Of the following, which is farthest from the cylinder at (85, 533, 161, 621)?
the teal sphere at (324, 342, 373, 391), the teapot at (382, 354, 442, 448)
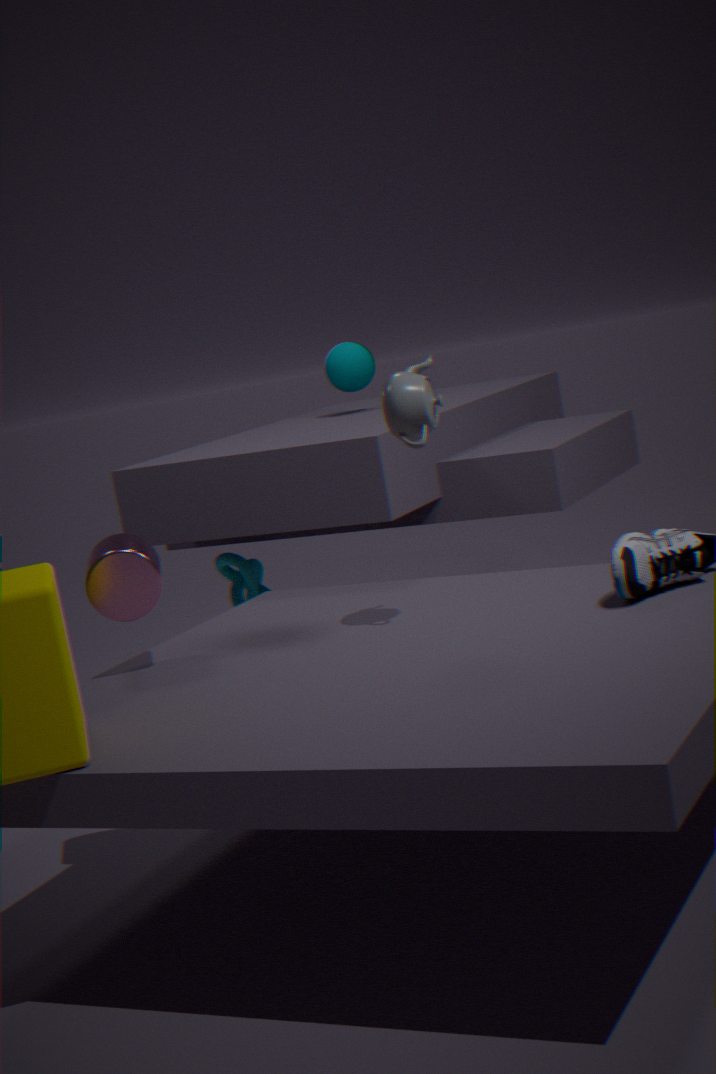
the teal sphere at (324, 342, 373, 391)
